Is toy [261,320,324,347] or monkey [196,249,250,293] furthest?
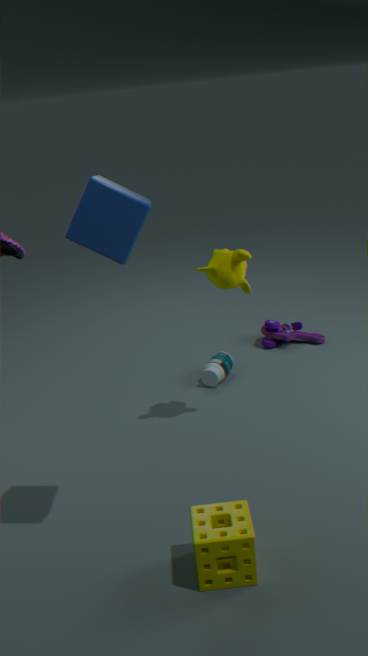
toy [261,320,324,347]
